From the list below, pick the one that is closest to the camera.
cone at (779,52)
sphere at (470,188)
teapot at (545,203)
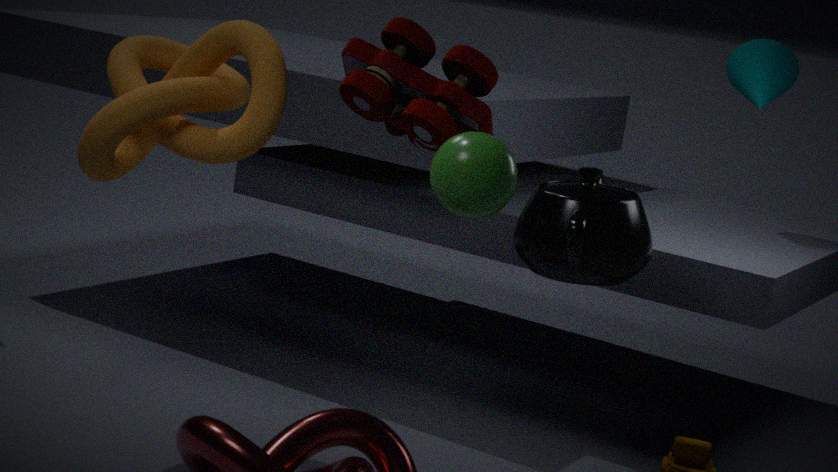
sphere at (470,188)
